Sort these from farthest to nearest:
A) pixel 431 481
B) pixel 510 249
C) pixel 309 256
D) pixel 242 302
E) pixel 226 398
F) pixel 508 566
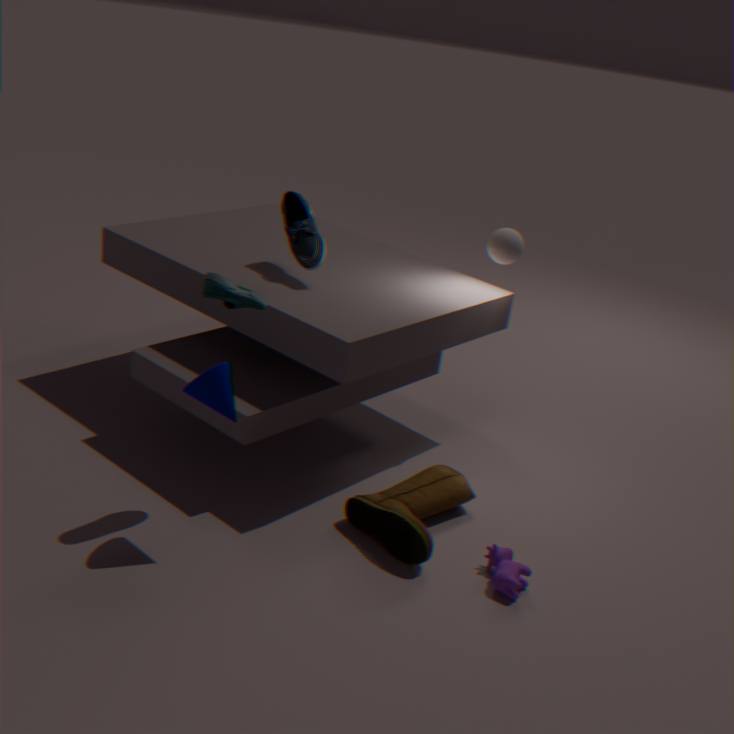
pixel 510 249
pixel 309 256
pixel 431 481
pixel 242 302
pixel 508 566
pixel 226 398
